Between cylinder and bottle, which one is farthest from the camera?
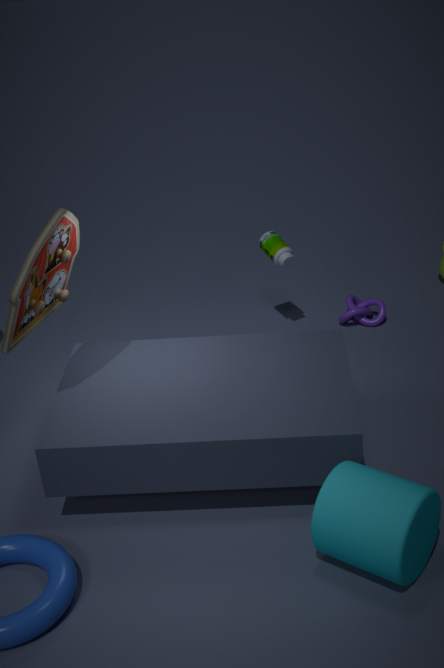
bottle
